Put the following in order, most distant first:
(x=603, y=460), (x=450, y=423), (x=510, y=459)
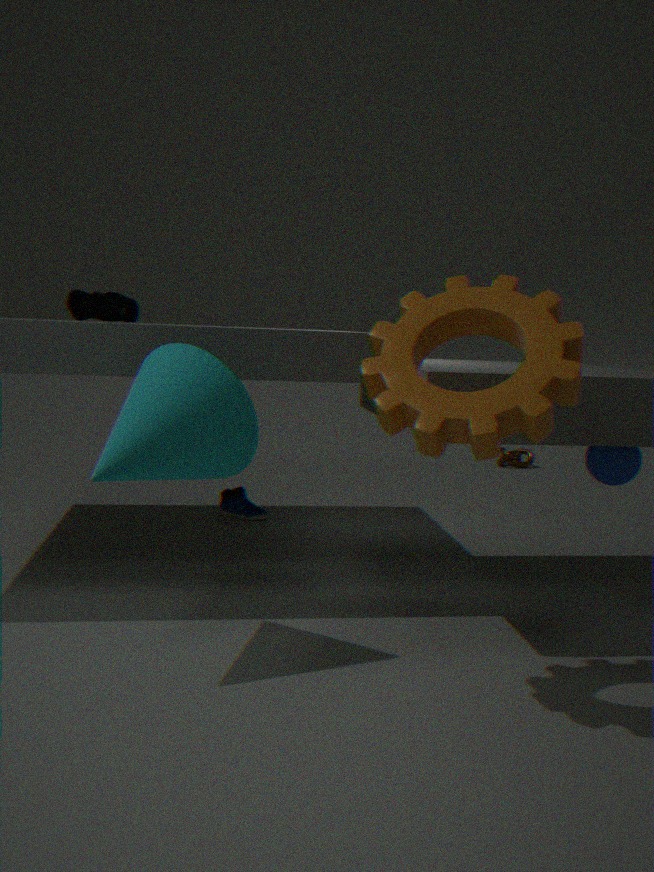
1. (x=510, y=459)
2. (x=603, y=460)
3. (x=450, y=423)
